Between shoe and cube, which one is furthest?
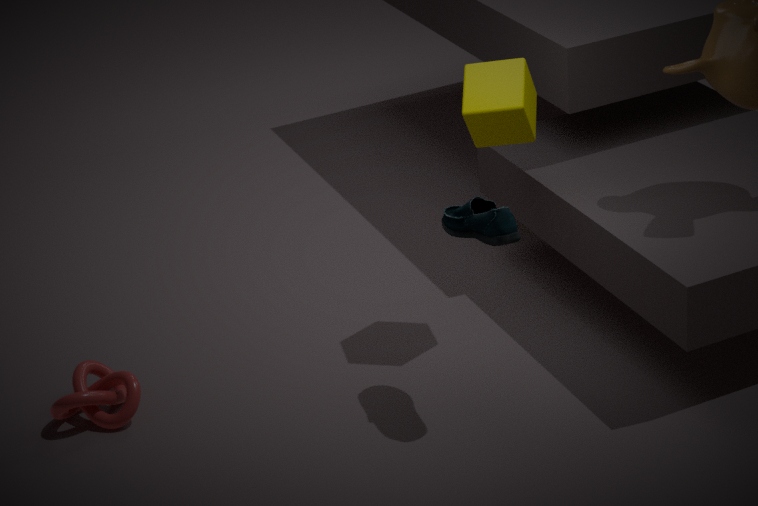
cube
